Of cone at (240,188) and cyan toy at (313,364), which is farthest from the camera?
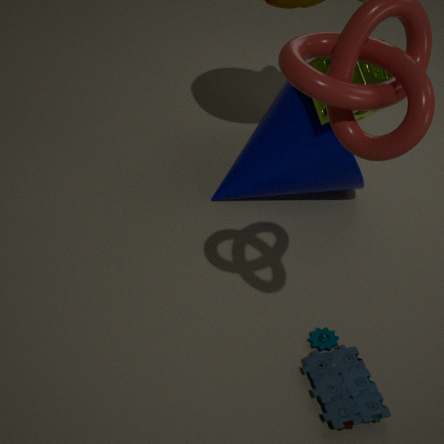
cone at (240,188)
